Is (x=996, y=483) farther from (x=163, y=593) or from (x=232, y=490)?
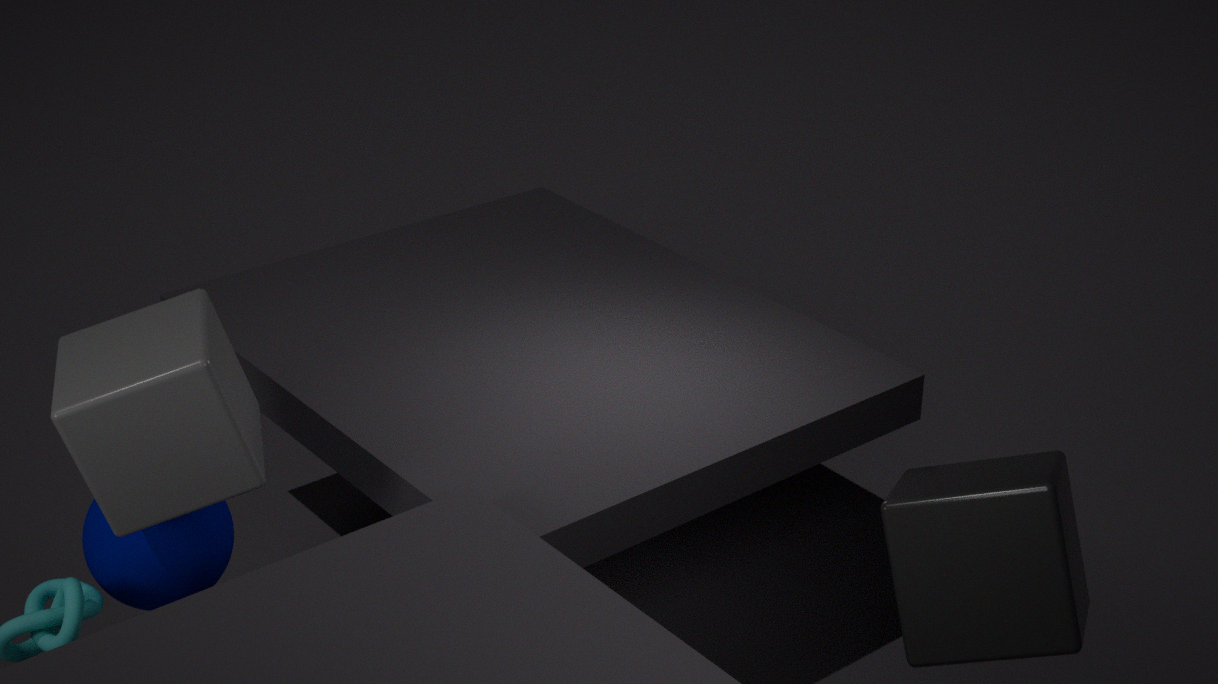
(x=163, y=593)
